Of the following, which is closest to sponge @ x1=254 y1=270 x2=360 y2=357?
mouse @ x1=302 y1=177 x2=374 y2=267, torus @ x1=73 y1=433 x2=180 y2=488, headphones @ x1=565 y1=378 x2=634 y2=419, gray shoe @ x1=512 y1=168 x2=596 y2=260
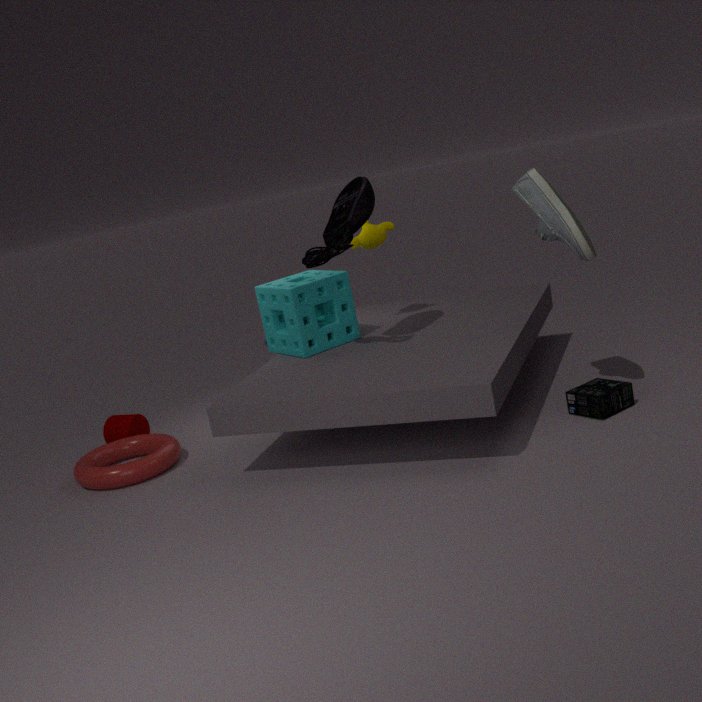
mouse @ x1=302 y1=177 x2=374 y2=267
